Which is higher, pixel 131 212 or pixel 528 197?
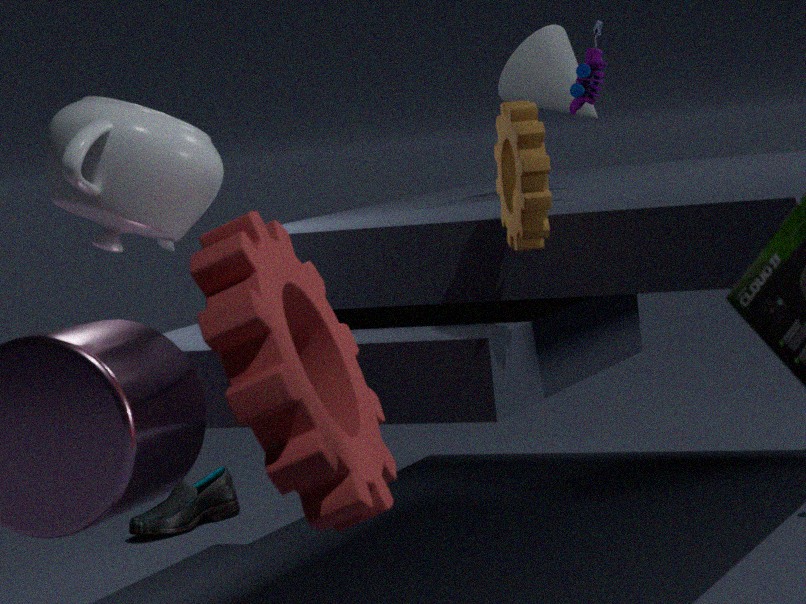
pixel 131 212
